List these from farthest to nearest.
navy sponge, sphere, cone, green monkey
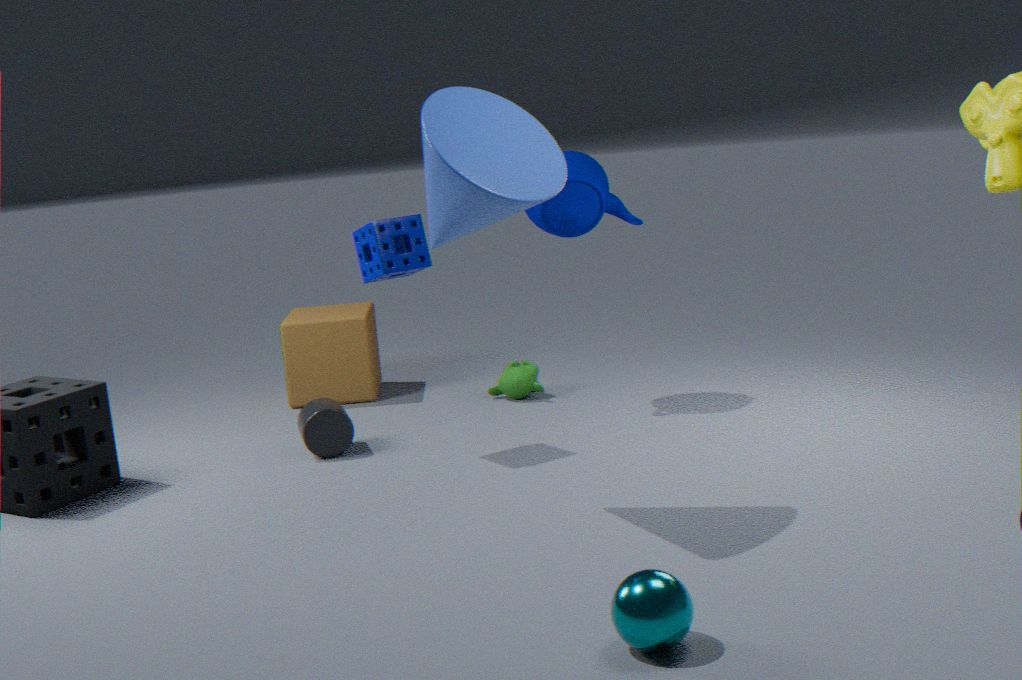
green monkey, navy sponge, cone, sphere
